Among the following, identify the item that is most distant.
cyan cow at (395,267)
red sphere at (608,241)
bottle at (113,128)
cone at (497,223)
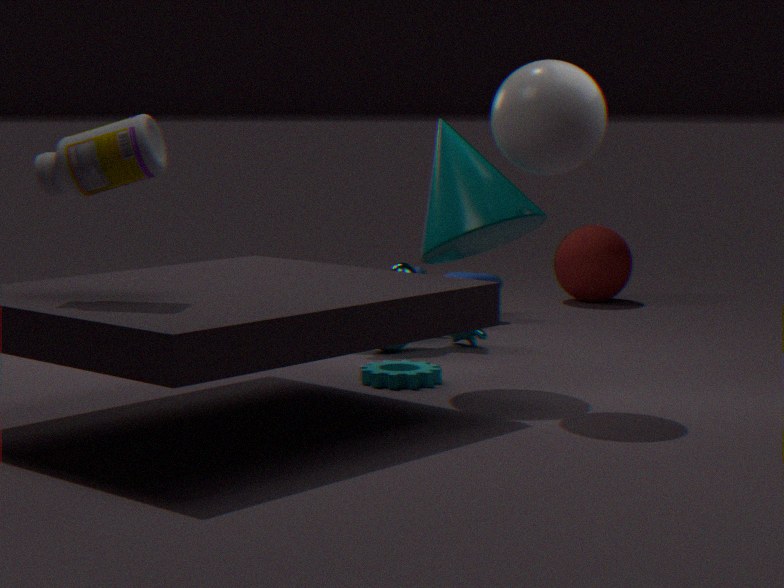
red sphere at (608,241)
